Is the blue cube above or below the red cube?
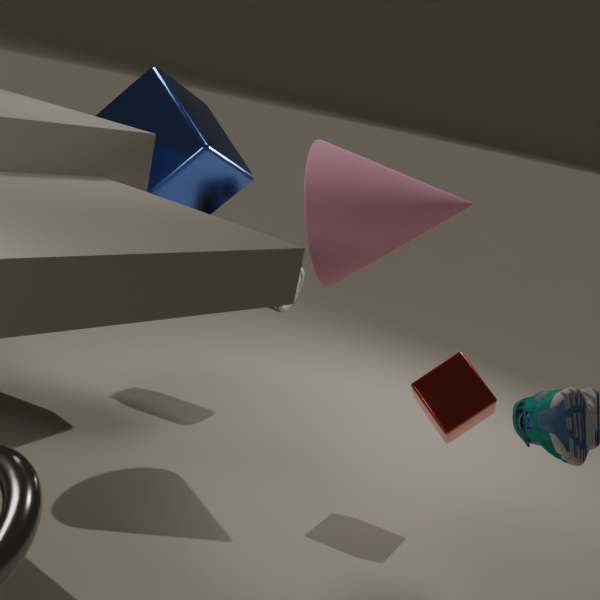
above
